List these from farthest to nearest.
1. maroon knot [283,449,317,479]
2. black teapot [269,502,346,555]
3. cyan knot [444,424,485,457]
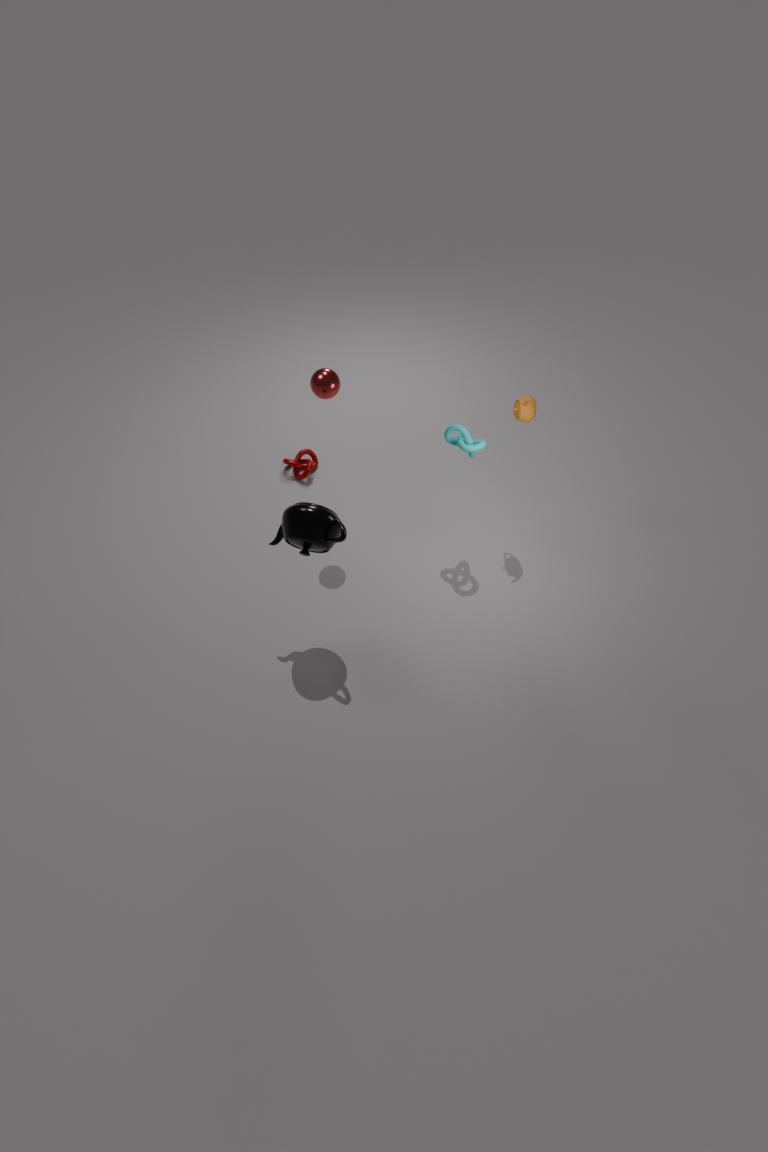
maroon knot [283,449,317,479], cyan knot [444,424,485,457], black teapot [269,502,346,555]
